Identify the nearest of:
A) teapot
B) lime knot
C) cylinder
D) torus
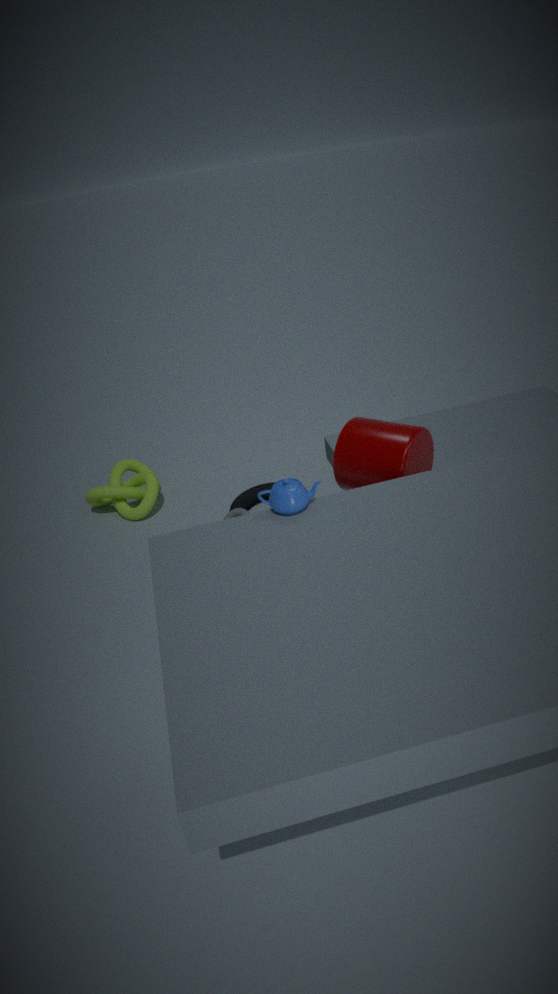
A. teapot
